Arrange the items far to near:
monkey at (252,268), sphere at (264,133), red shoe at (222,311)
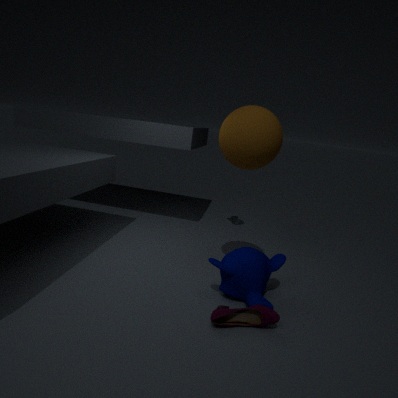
monkey at (252,268)
sphere at (264,133)
red shoe at (222,311)
